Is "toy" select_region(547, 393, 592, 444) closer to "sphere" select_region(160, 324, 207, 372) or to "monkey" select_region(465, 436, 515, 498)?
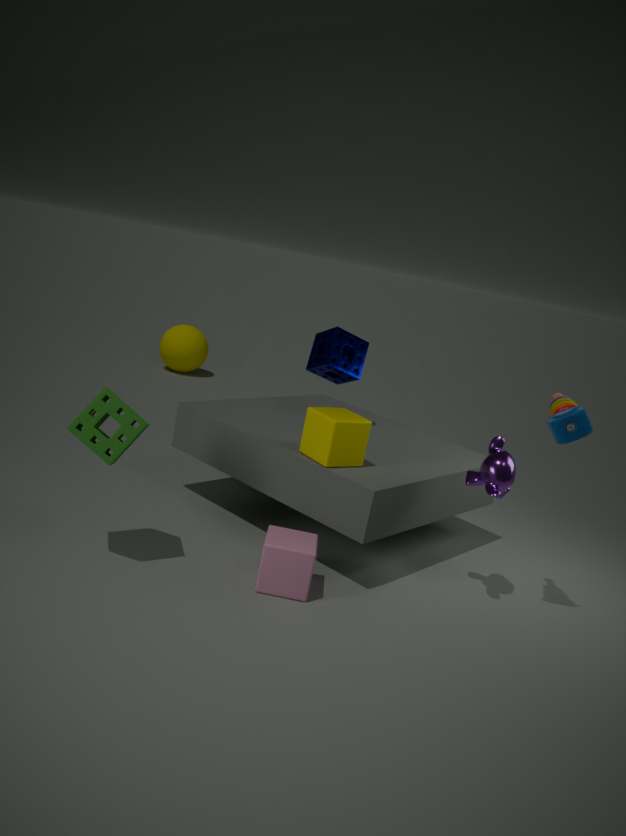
"monkey" select_region(465, 436, 515, 498)
